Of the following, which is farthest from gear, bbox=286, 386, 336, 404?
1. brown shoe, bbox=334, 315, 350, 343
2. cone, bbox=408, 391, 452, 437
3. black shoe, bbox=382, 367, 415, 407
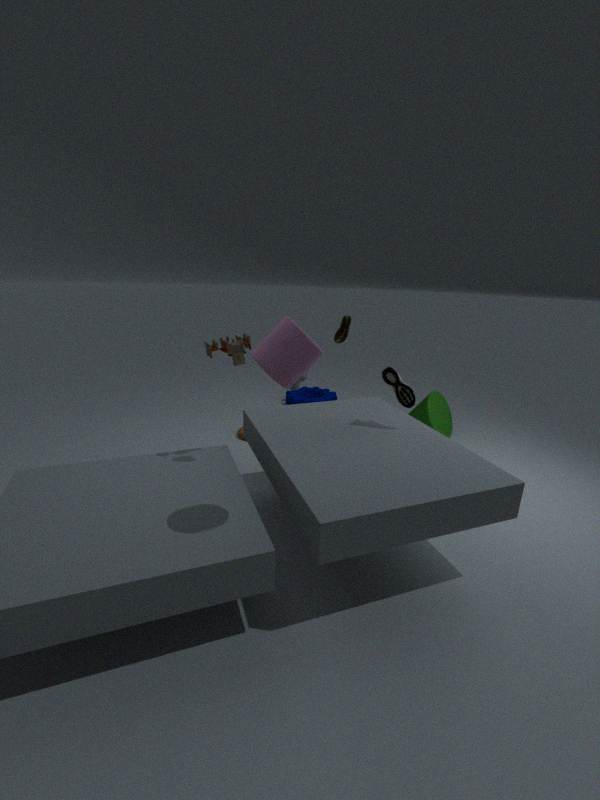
black shoe, bbox=382, 367, 415, 407
